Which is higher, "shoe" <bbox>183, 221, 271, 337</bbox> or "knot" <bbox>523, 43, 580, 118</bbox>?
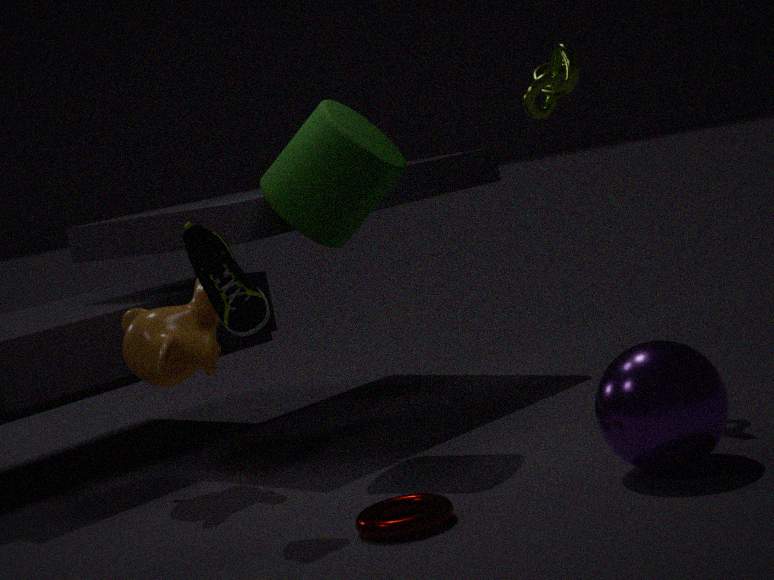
"knot" <bbox>523, 43, 580, 118</bbox>
